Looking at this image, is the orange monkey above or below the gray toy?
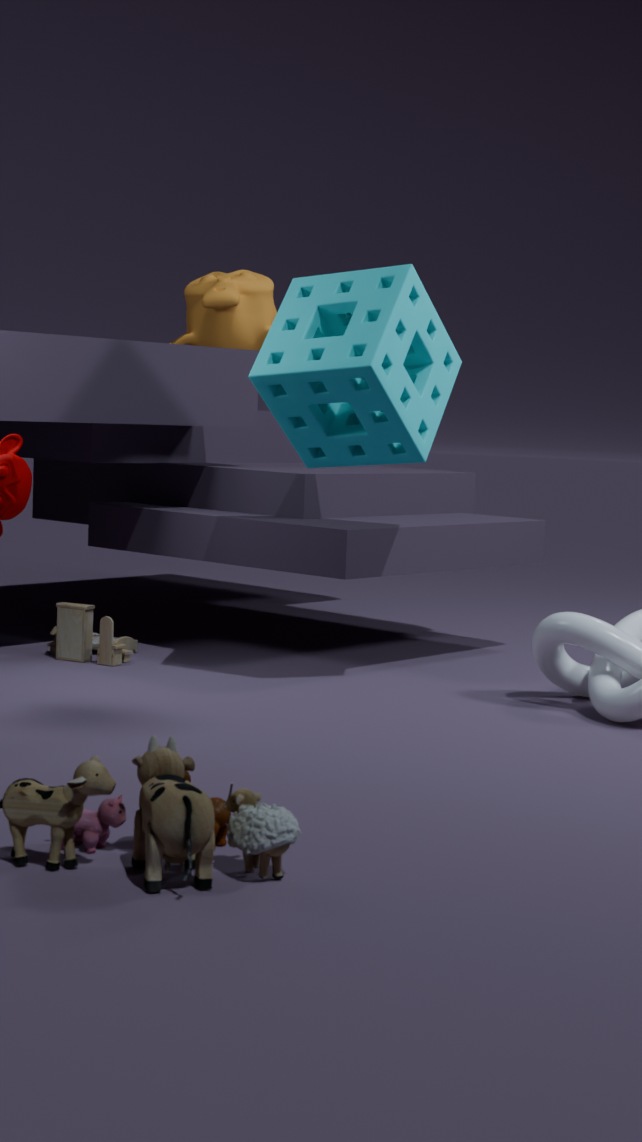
above
